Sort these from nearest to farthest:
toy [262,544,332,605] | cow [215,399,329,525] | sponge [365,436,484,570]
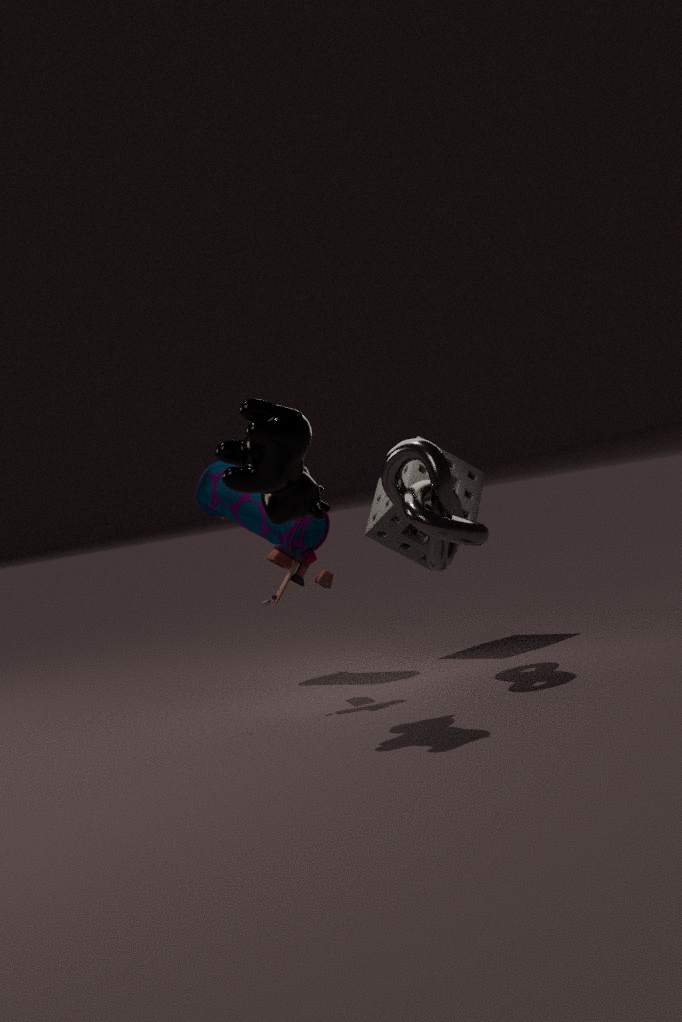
cow [215,399,329,525]
toy [262,544,332,605]
sponge [365,436,484,570]
